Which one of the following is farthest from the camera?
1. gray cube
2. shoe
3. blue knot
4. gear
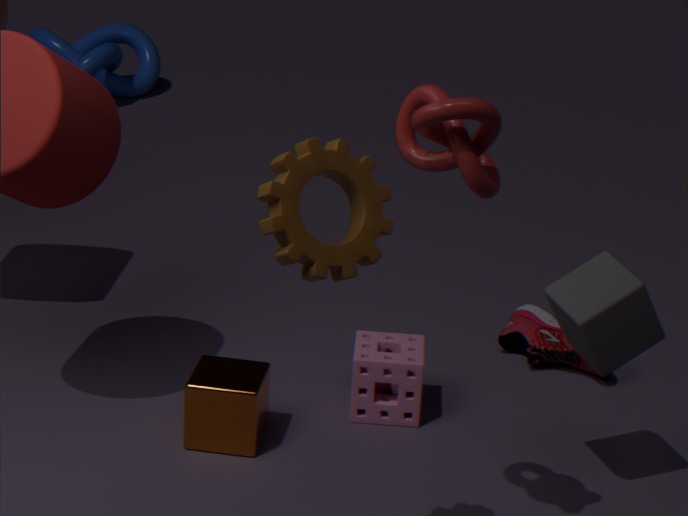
blue knot
